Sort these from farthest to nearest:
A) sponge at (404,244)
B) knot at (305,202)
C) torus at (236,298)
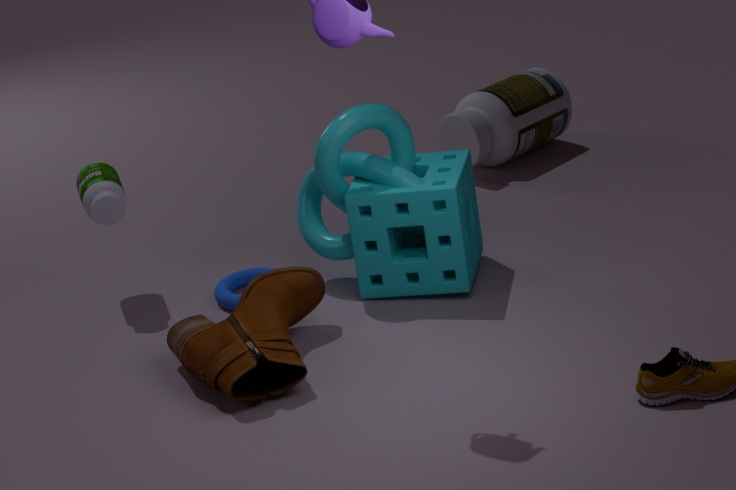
torus at (236,298) → knot at (305,202) → sponge at (404,244)
